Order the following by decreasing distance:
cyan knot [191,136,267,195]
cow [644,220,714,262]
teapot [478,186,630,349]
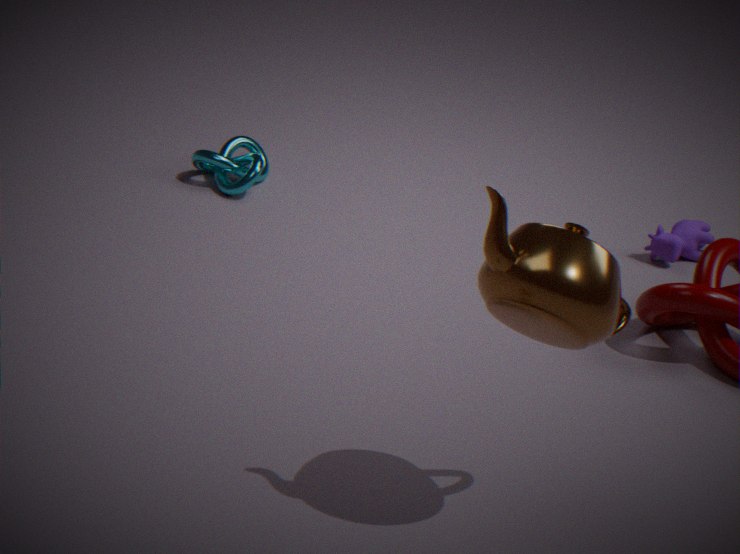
1. cyan knot [191,136,267,195]
2. cow [644,220,714,262]
3. teapot [478,186,630,349]
